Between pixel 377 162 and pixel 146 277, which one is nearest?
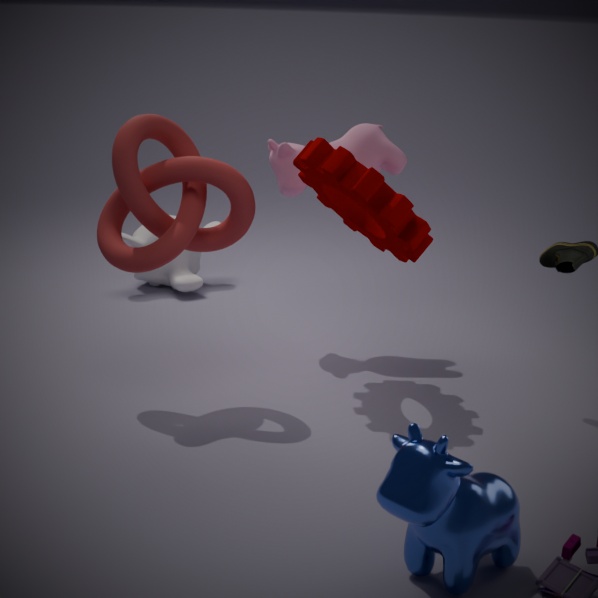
pixel 377 162
